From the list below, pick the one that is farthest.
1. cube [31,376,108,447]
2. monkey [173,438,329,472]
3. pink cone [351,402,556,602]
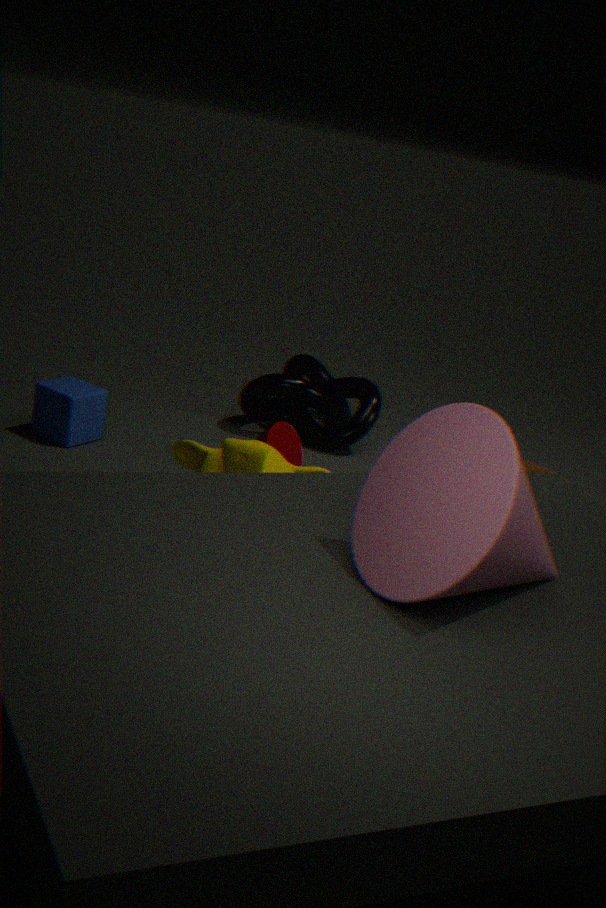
cube [31,376,108,447]
